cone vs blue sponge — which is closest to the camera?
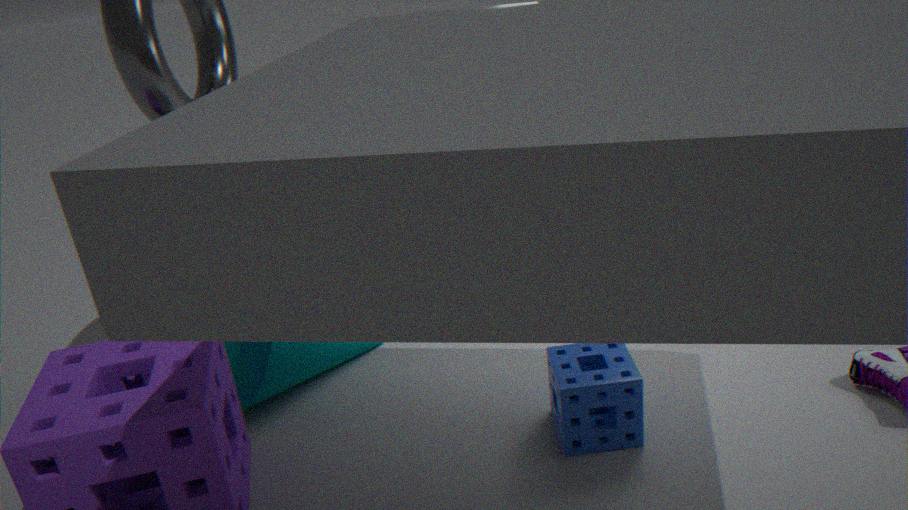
blue sponge
